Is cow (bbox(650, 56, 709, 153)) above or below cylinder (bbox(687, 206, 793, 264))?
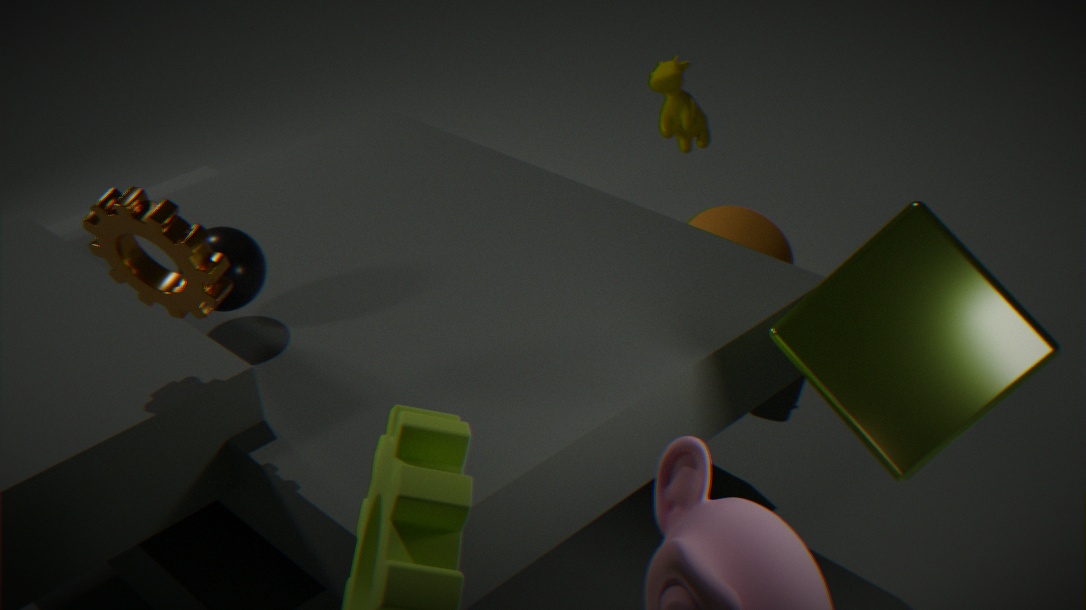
above
